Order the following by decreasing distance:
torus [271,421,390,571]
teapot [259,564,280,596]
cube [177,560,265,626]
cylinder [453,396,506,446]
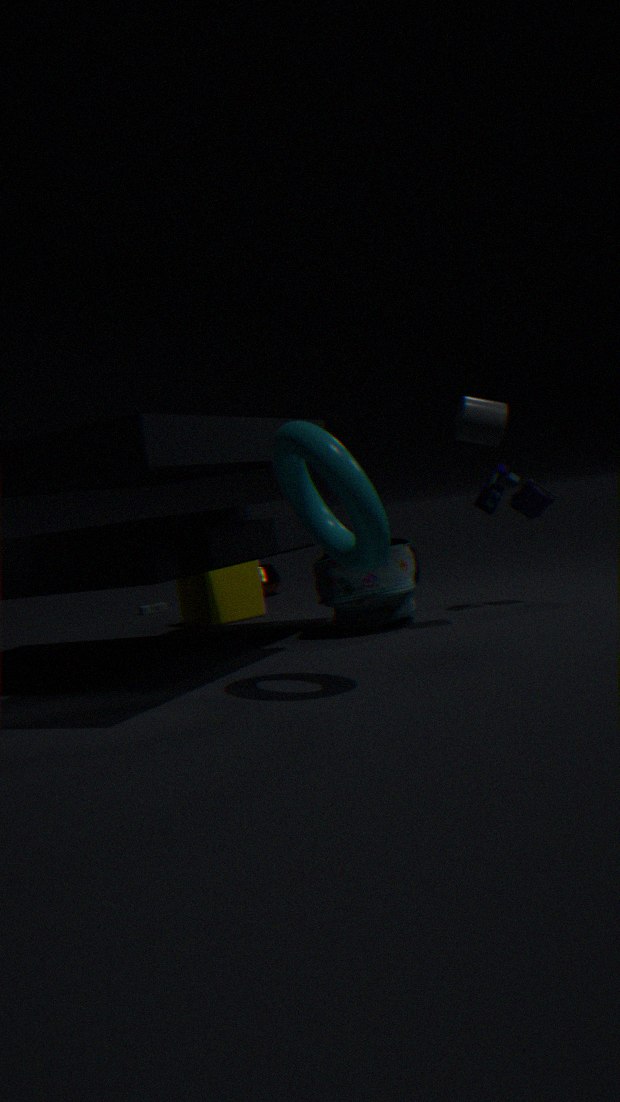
1. teapot [259,564,280,596]
2. cube [177,560,265,626]
3. cylinder [453,396,506,446]
4. torus [271,421,390,571]
